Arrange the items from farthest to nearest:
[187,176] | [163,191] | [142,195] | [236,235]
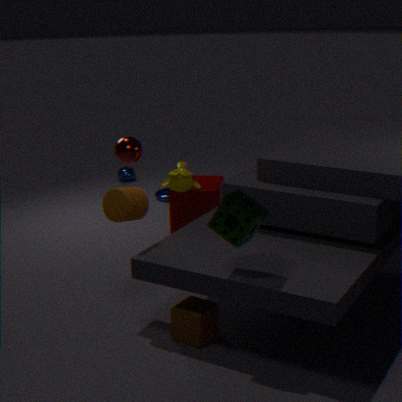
[163,191] → [187,176] → [142,195] → [236,235]
